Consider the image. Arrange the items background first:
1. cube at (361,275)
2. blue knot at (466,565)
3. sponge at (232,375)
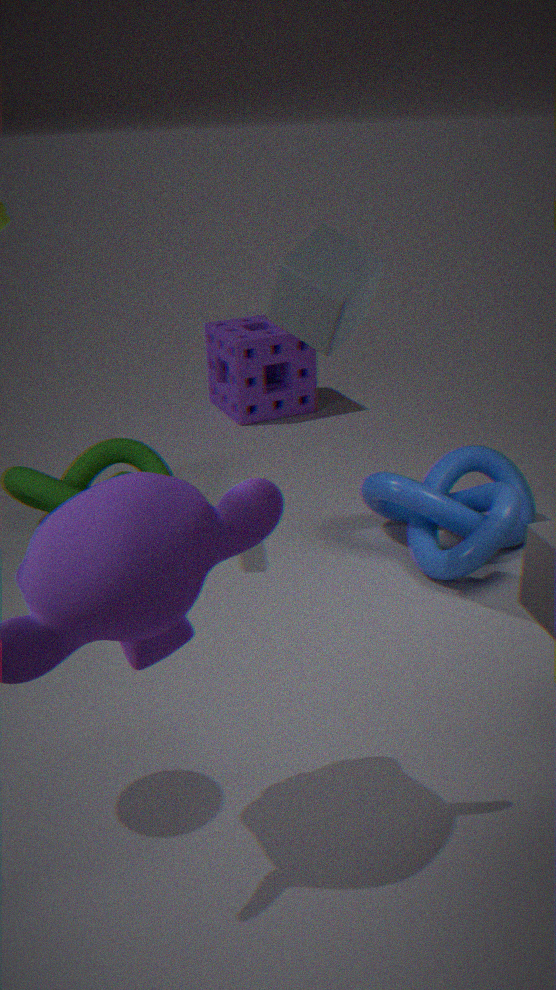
sponge at (232,375) → blue knot at (466,565) → cube at (361,275)
